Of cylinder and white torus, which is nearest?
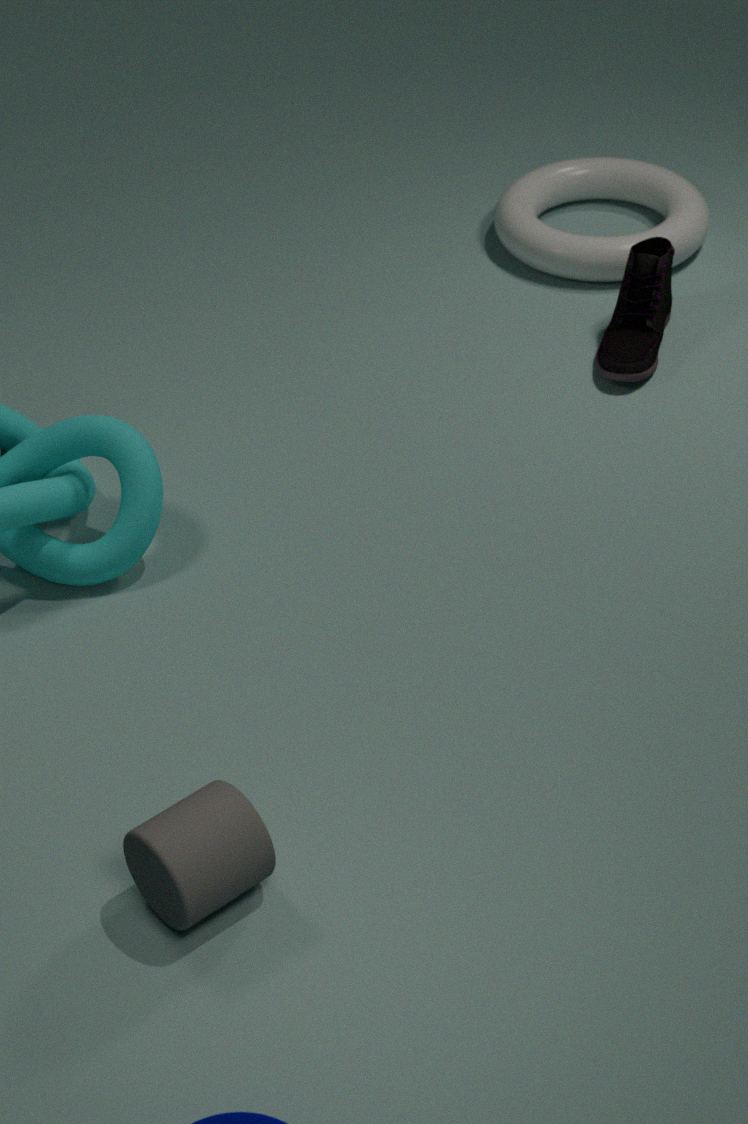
cylinder
